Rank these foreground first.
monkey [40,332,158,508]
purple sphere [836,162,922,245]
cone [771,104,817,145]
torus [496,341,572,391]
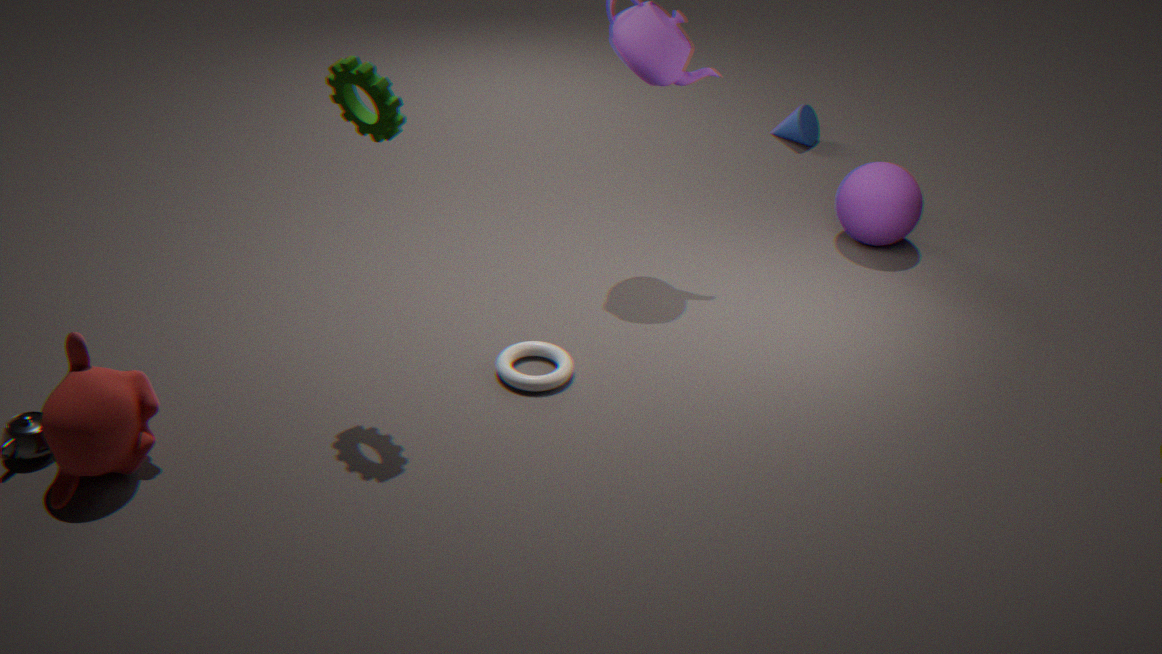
monkey [40,332,158,508] → torus [496,341,572,391] → purple sphere [836,162,922,245] → cone [771,104,817,145]
